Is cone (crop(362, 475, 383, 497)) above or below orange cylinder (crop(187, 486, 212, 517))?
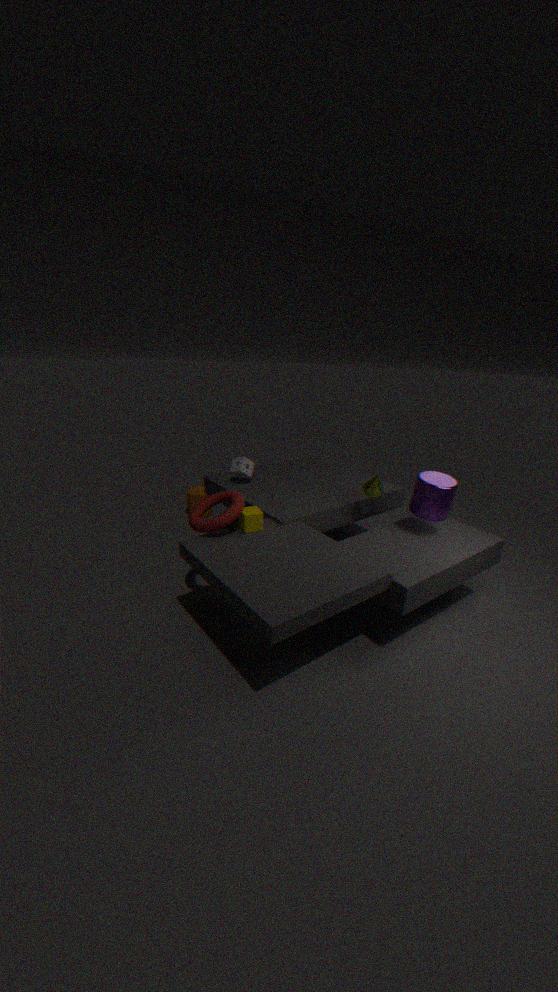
above
